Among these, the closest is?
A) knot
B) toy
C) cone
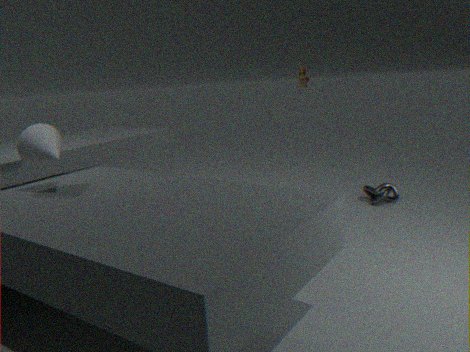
cone
